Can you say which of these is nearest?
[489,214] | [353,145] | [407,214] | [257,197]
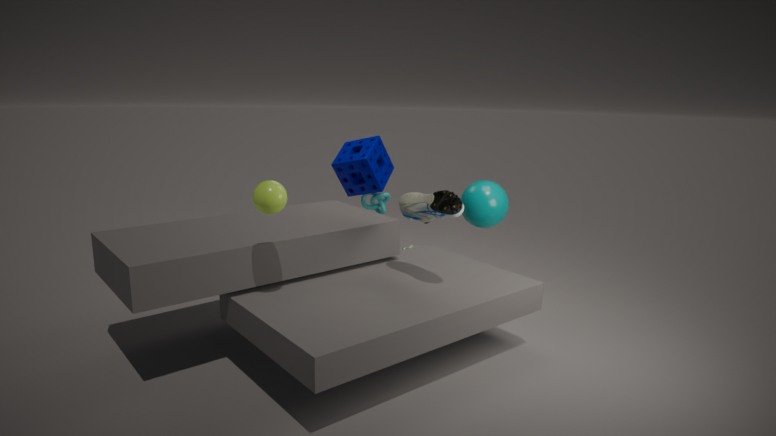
[257,197]
